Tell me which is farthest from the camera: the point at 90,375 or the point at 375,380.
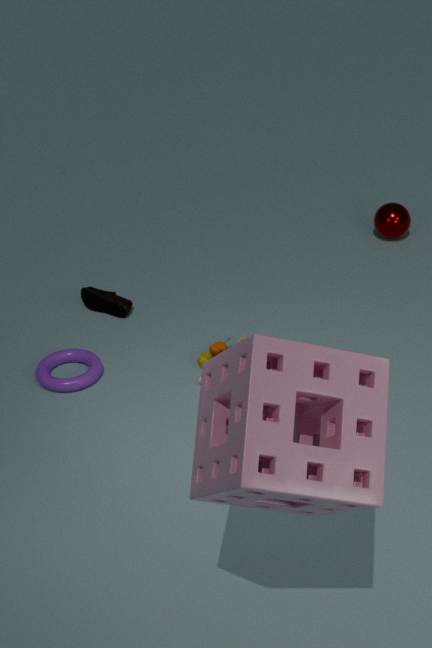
the point at 90,375
